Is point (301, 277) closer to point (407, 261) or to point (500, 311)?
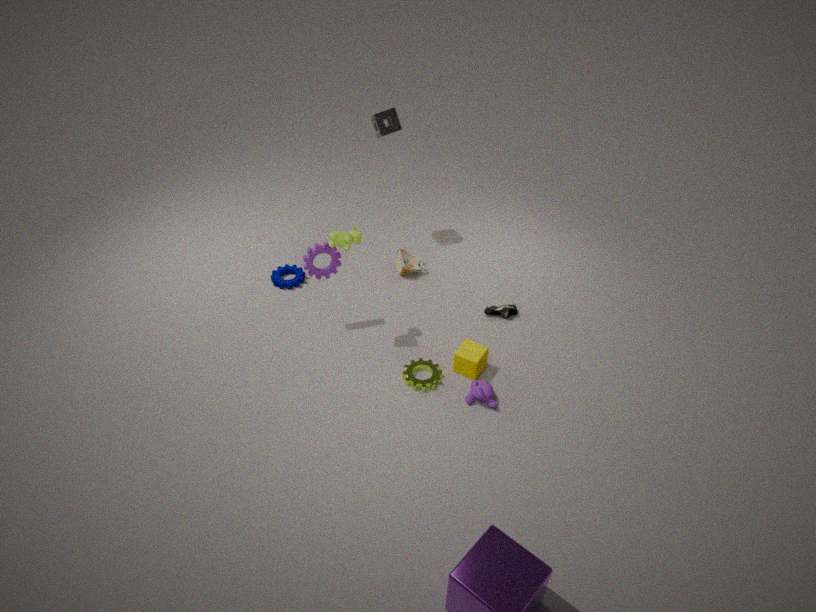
point (407, 261)
